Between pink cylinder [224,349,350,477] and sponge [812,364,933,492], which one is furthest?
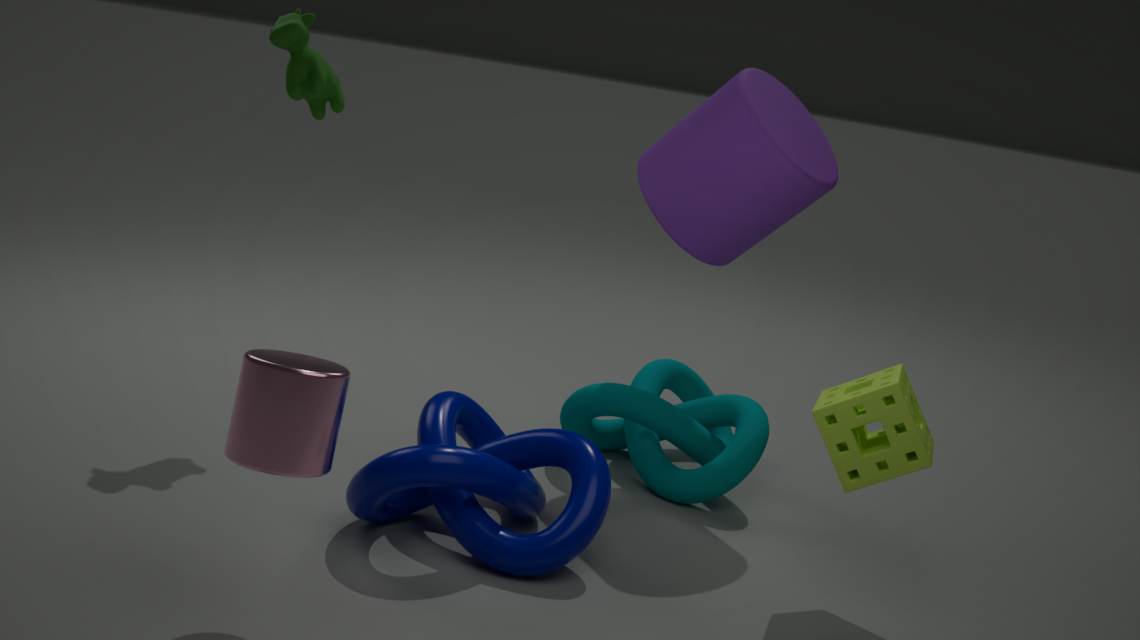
sponge [812,364,933,492]
